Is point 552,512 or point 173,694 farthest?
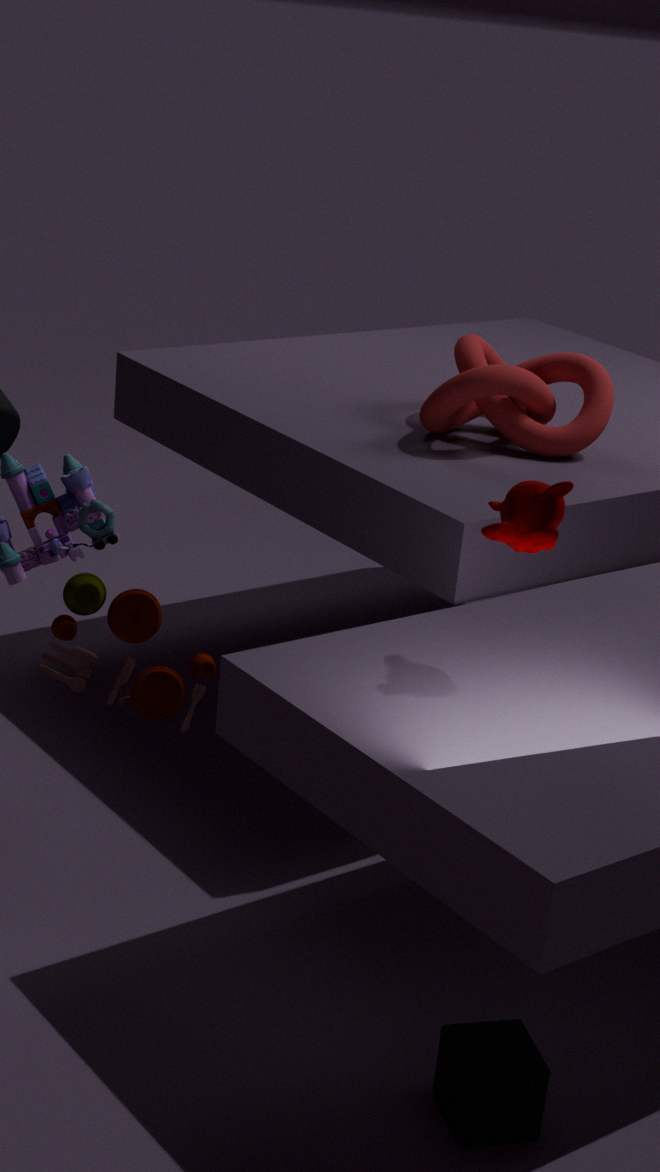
point 552,512
